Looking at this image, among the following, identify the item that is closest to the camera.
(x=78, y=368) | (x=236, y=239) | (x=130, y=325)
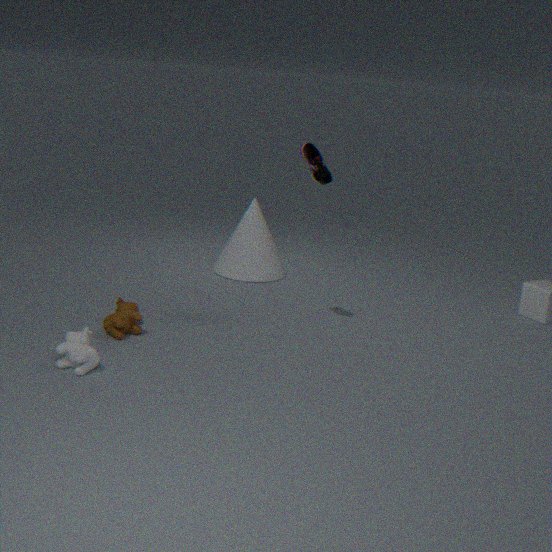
(x=78, y=368)
